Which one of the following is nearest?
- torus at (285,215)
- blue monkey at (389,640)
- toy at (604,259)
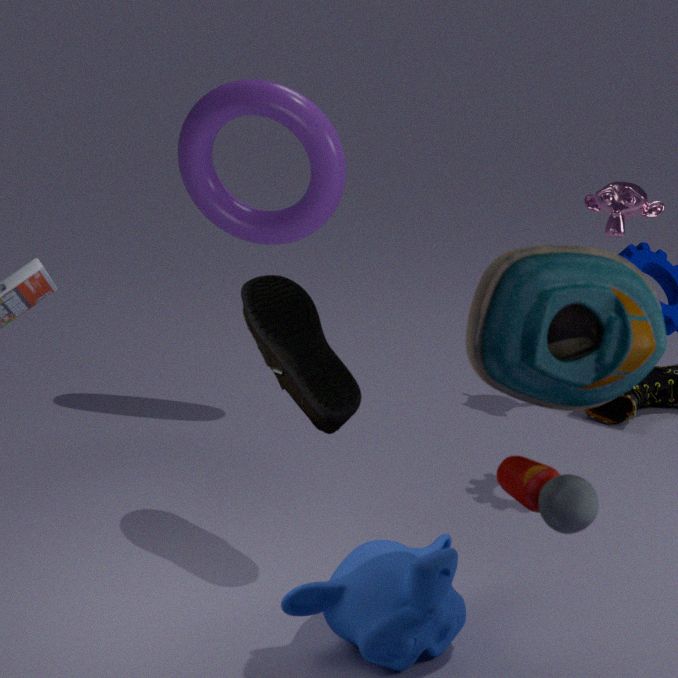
toy at (604,259)
